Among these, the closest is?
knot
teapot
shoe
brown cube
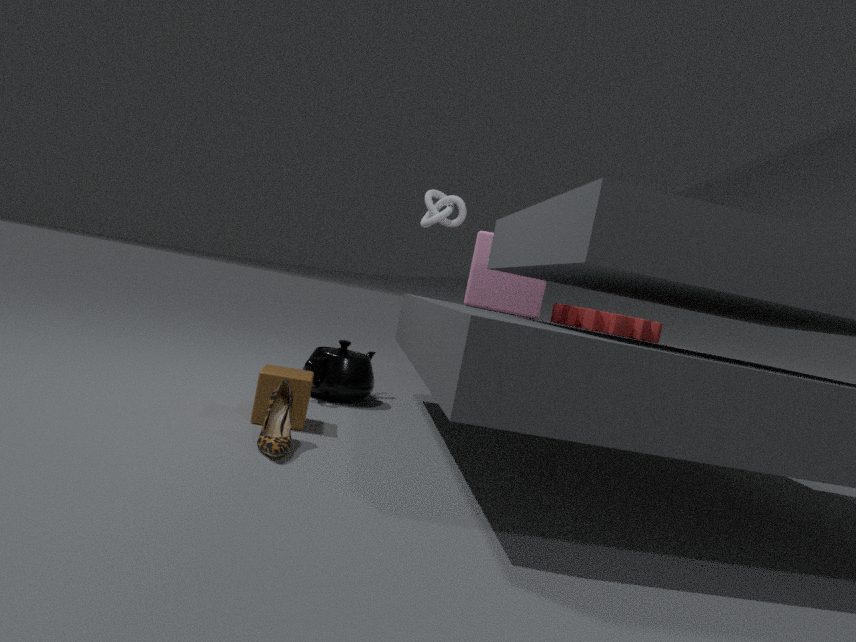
shoe
